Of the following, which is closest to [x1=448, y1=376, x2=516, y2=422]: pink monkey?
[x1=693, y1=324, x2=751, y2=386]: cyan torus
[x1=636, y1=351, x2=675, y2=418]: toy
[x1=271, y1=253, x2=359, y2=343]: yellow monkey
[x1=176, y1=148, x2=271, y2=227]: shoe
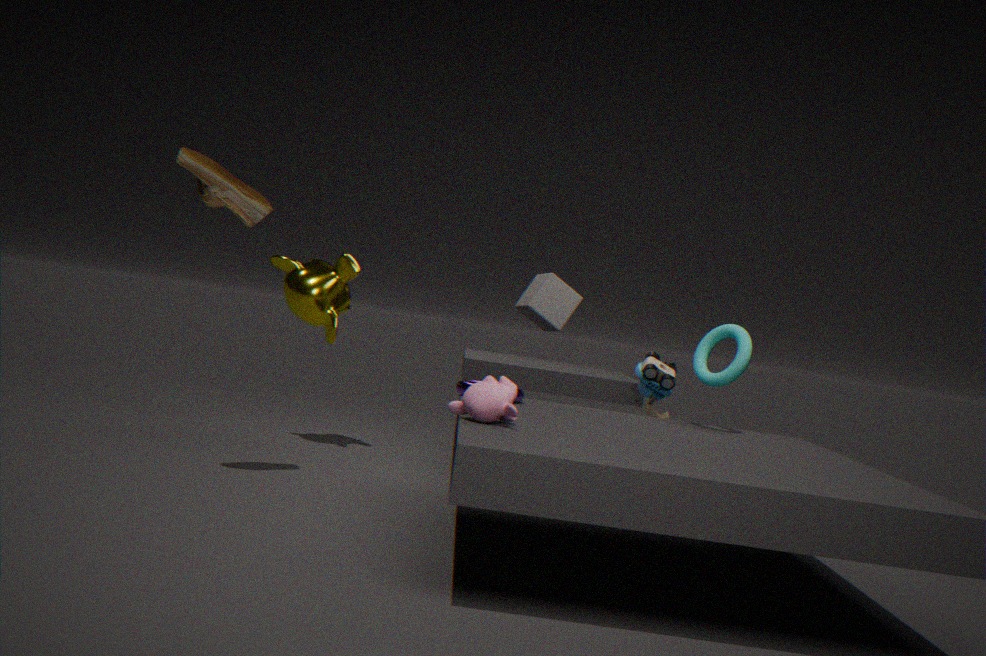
[x1=693, y1=324, x2=751, y2=386]: cyan torus
